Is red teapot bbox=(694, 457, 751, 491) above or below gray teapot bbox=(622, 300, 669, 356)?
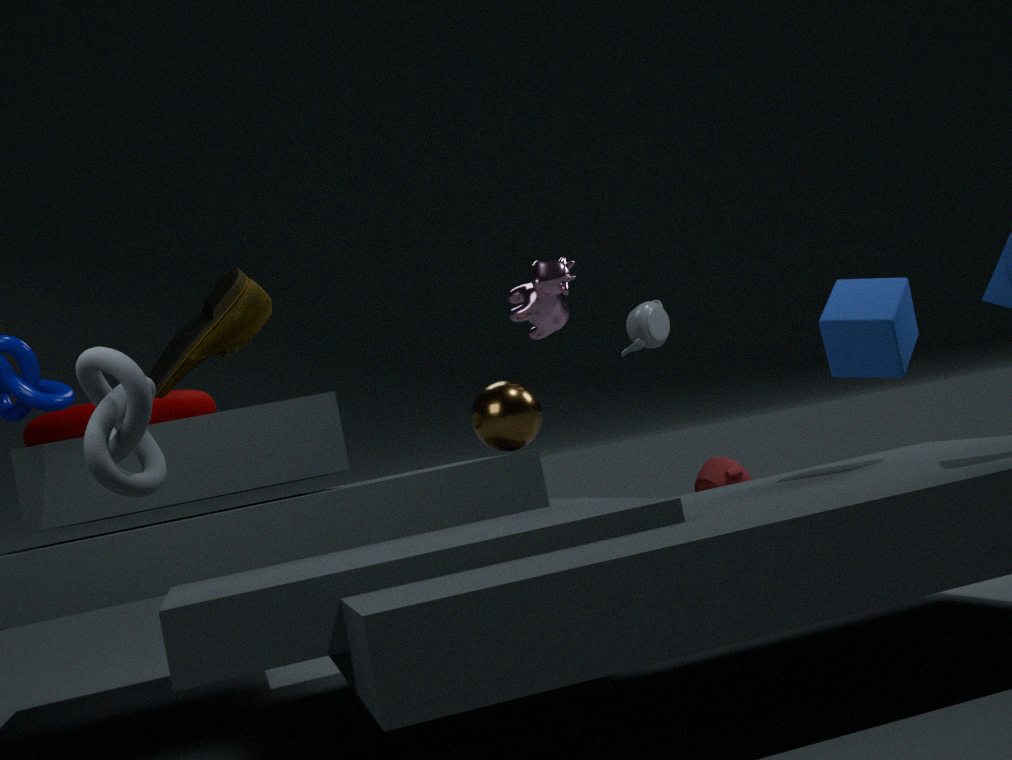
below
